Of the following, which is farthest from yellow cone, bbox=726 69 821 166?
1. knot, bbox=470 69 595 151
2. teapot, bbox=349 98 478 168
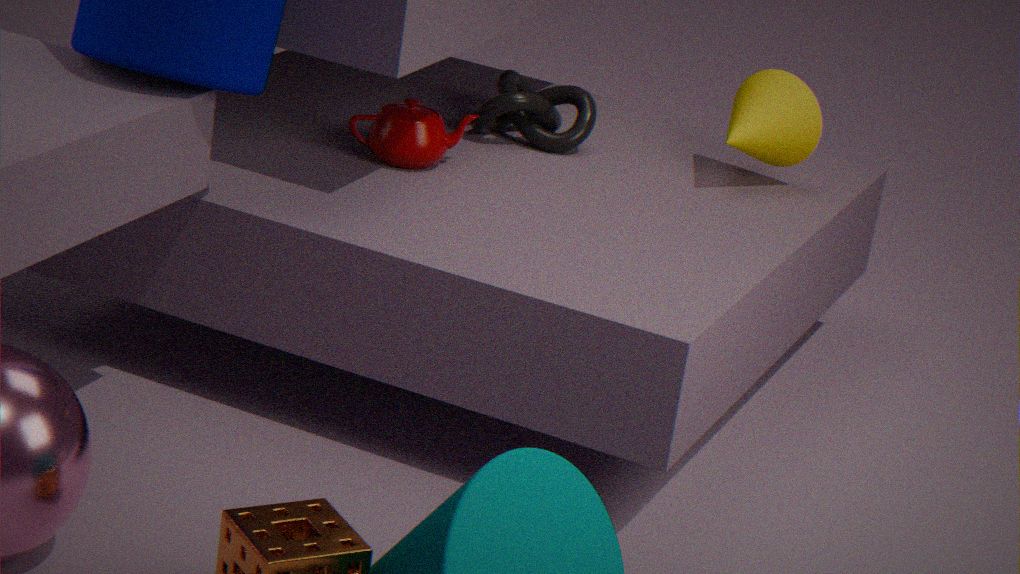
teapot, bbox=349 98 478 168
